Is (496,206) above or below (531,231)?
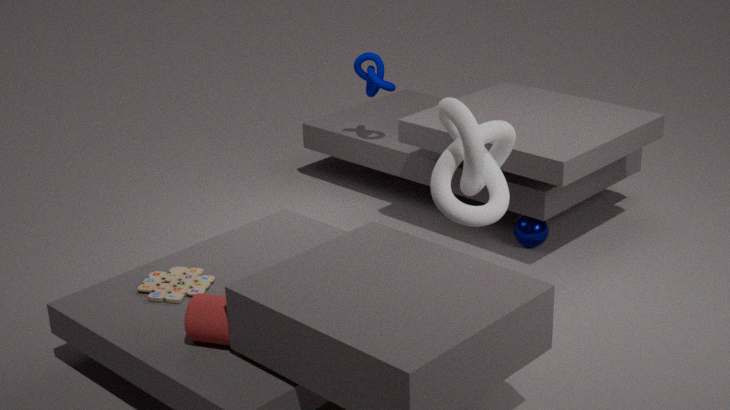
above
